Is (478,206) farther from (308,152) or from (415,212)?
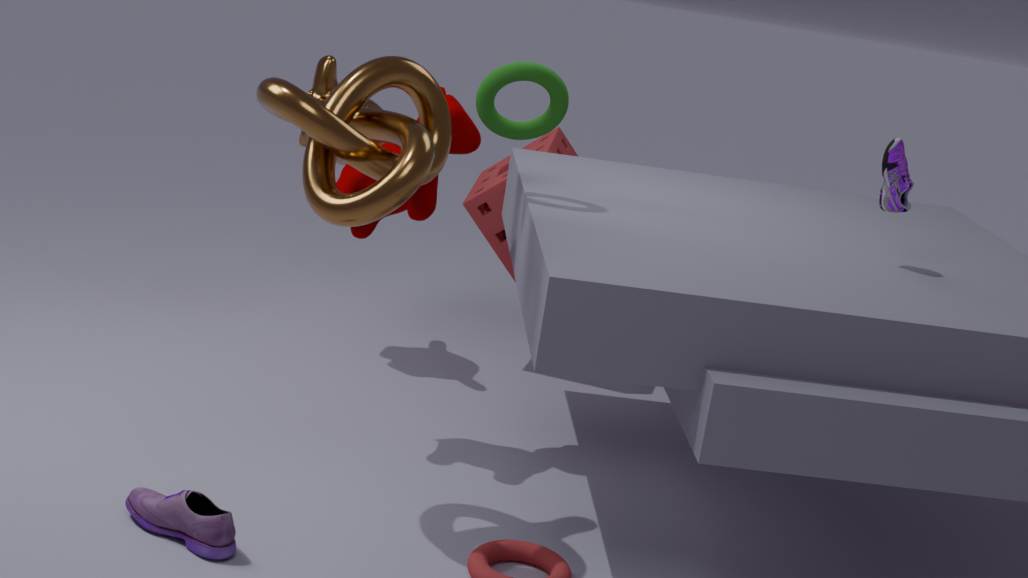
(308,152)
